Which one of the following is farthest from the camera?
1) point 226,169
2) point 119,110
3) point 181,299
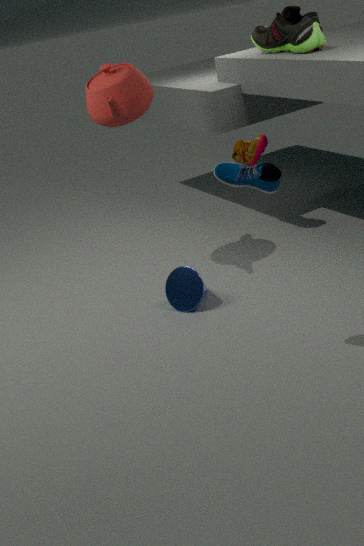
3. point 181,299
